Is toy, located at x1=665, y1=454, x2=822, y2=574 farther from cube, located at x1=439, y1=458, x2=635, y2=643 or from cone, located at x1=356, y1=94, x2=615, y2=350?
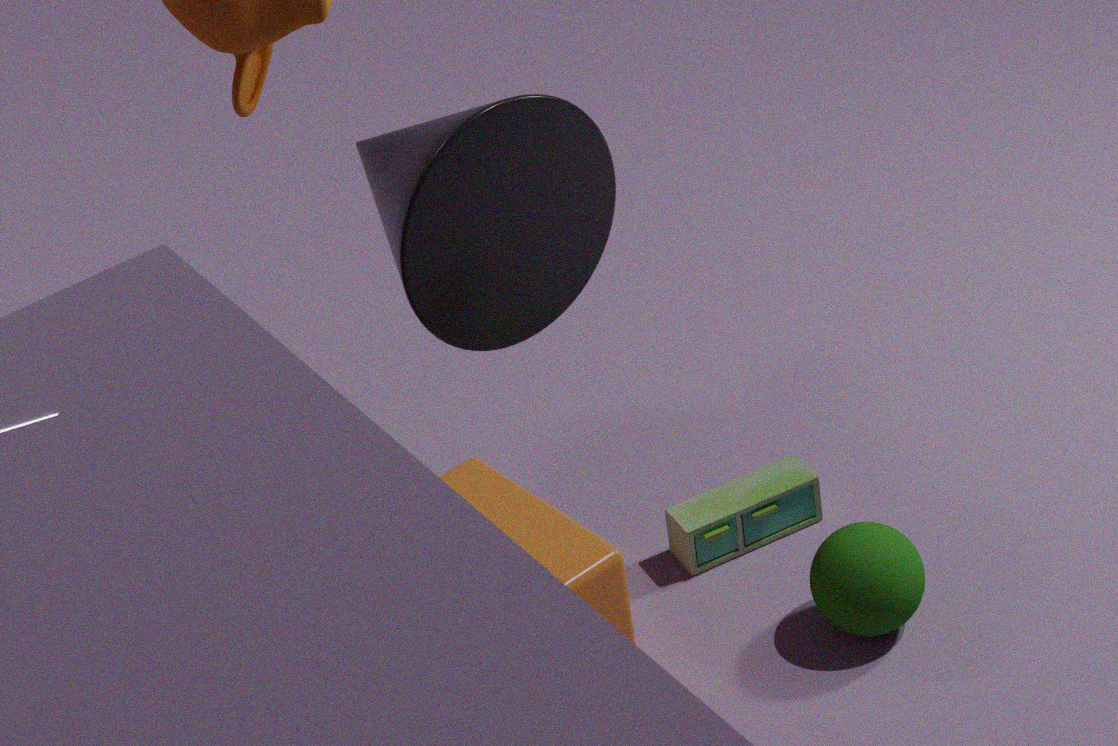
cone, located at x1=356, y1=94, x2=615, y2=350
